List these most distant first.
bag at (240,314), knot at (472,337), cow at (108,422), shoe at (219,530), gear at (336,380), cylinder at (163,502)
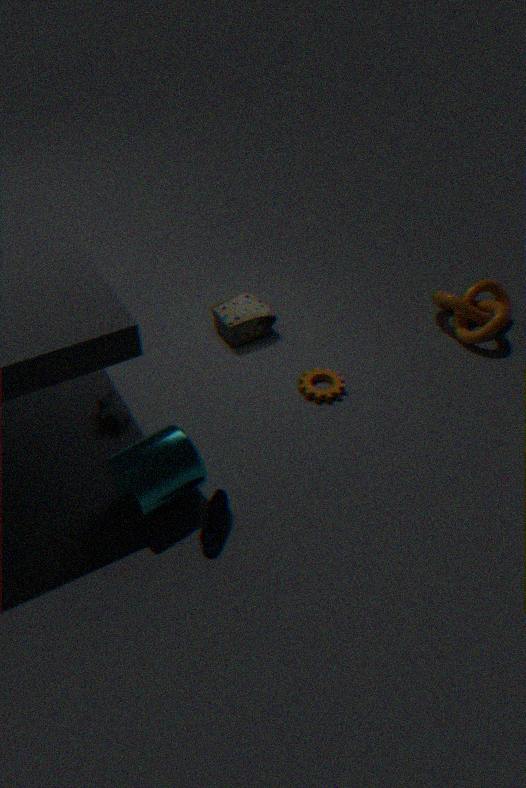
bag at (240,314)
knot at (472,337)
gear at (336,380)
cow at (108,422)
shoe at (219,530)
cylinder at (163,502)
